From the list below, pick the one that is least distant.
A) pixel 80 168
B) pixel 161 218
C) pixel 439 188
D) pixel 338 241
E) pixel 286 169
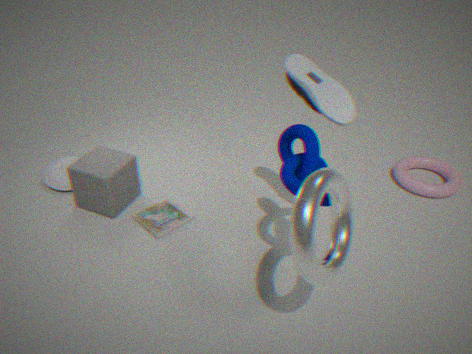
pixel 338 241
